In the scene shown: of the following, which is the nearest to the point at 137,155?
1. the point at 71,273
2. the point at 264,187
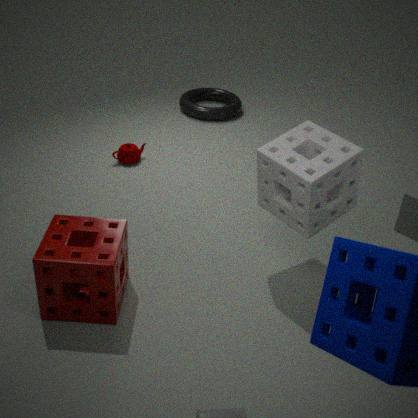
the point at 71,273
